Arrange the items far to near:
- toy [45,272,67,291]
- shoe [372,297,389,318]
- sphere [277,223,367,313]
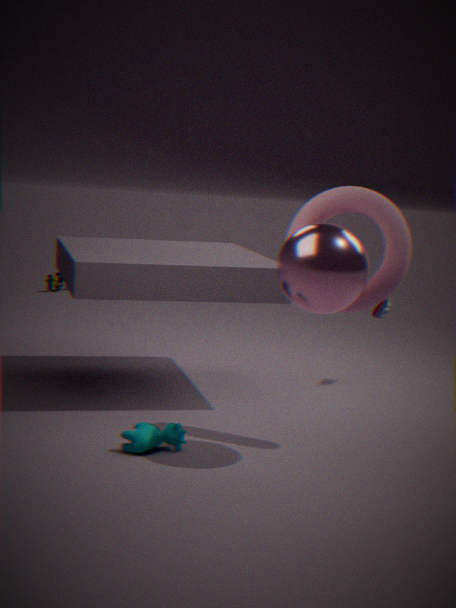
toy [45,272,67,291] < shoe [372,297,389,318] < sphere [277,223,367,313]
